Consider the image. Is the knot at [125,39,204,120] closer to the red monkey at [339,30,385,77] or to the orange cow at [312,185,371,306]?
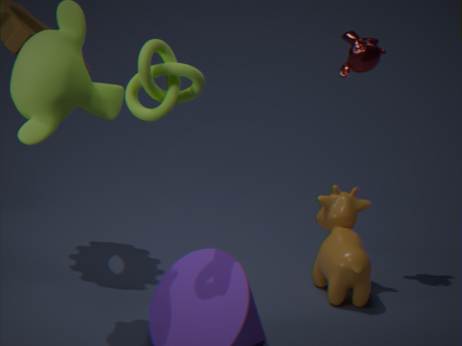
the orange cow at [312,185,371,306]
